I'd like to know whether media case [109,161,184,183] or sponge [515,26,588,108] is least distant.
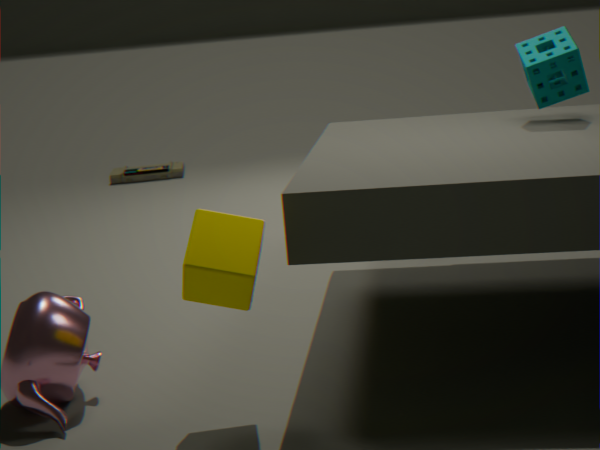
sponge [515,26,588,108]
